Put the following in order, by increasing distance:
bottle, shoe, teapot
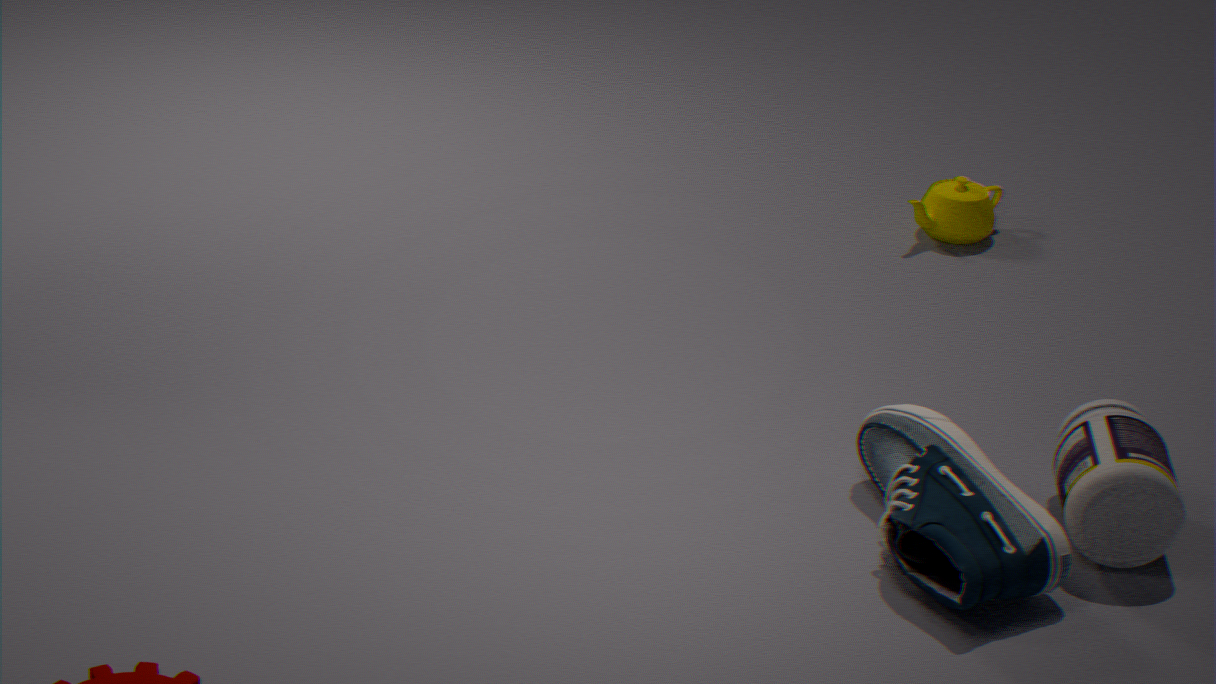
shoe, bottle, teapot
